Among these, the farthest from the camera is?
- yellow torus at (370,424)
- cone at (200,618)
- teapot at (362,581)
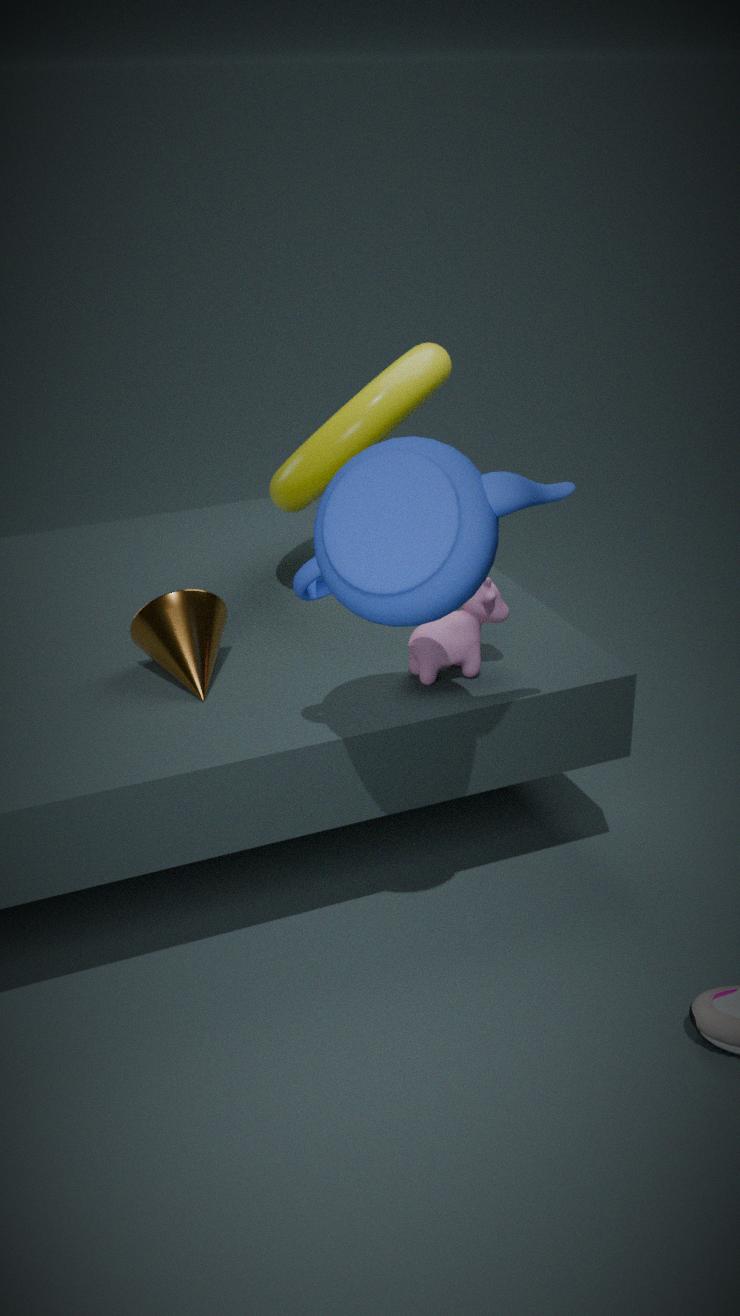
yellow torus at (370,424)
